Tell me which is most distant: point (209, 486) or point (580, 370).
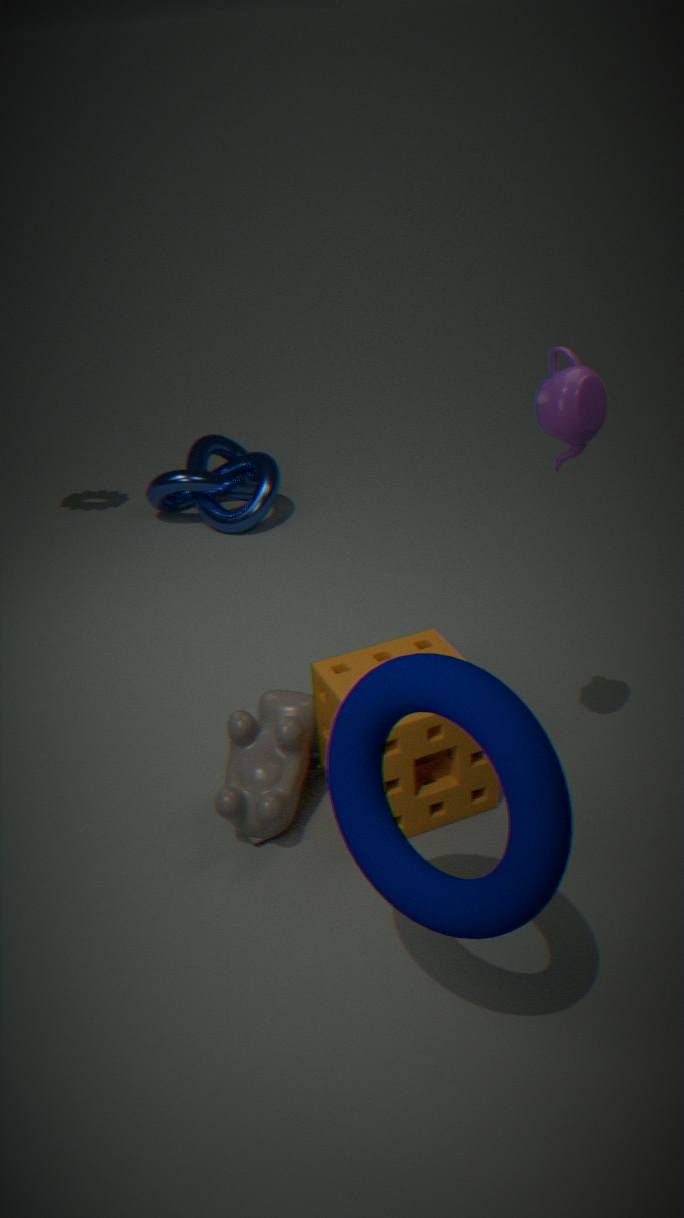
point (209, 486)
